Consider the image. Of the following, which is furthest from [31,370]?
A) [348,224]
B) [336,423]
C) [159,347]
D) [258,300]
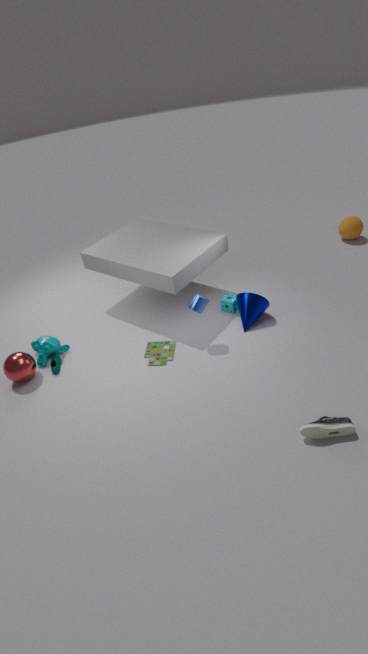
[348,224]
